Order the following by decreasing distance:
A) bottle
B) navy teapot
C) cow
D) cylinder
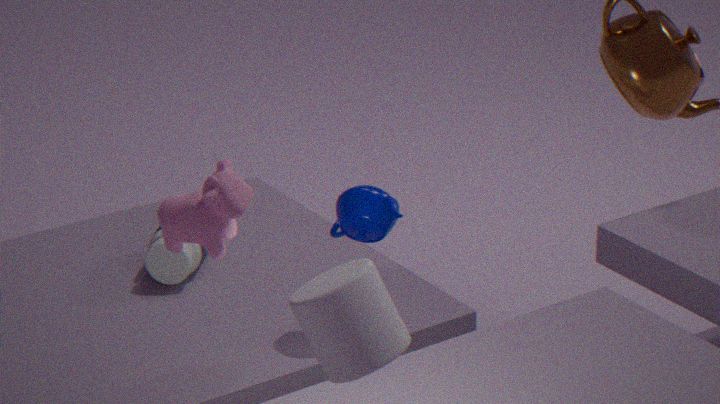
1. bottle
2. navy teapot
3. cow
4. cylinder
